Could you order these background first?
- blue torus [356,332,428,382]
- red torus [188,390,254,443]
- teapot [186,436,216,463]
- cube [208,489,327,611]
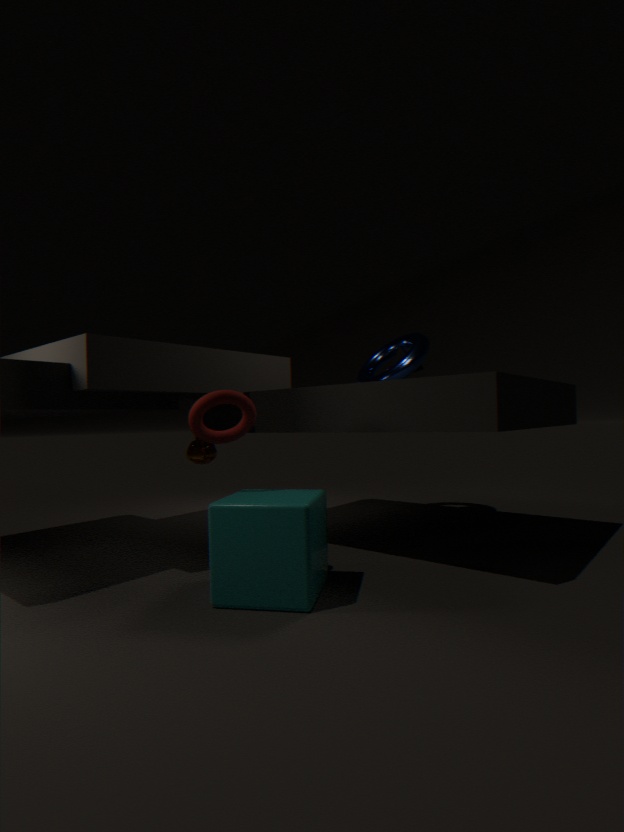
blue torus [356,332,428,382]
teapot [186,436,216,463]
red torus [188,390,254,443]
cube [208,489,327,611]
